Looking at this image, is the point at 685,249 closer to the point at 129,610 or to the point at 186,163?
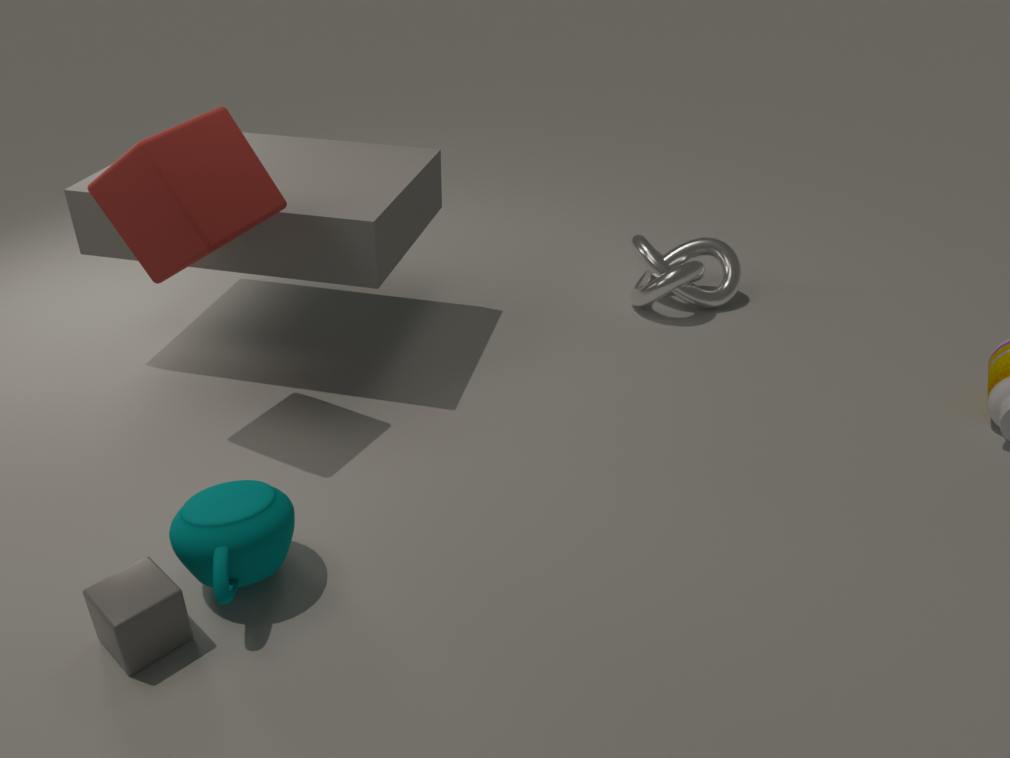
the point at 186,163
